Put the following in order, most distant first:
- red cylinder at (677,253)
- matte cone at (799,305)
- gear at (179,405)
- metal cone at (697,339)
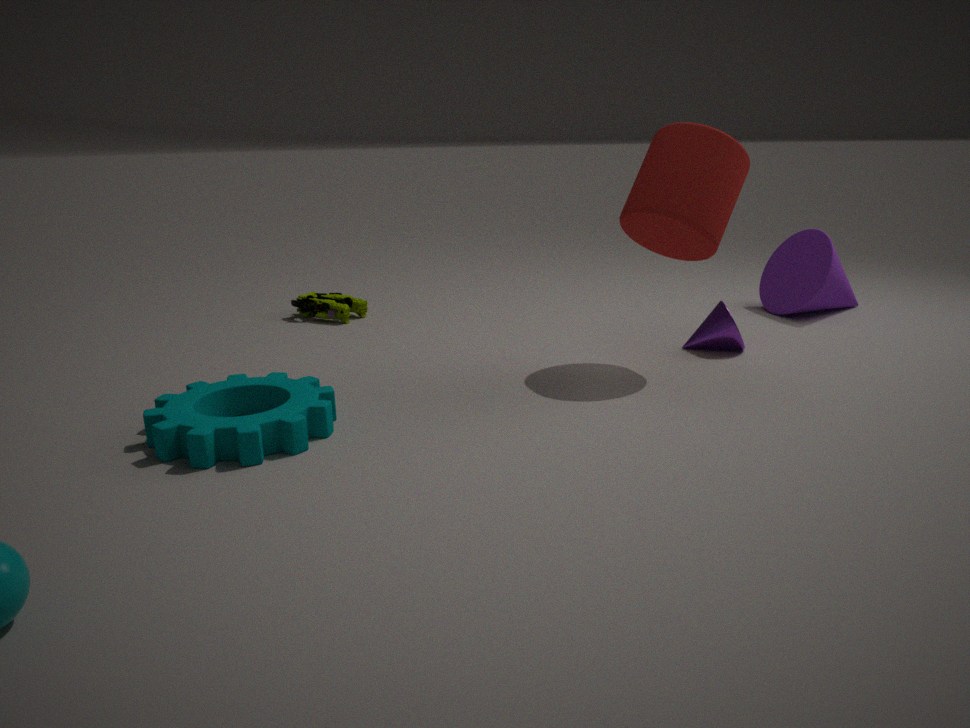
matte cone at (799,305) < metal cone at (697,339) < red cylinder at (677,253) < gear at (179,405)
